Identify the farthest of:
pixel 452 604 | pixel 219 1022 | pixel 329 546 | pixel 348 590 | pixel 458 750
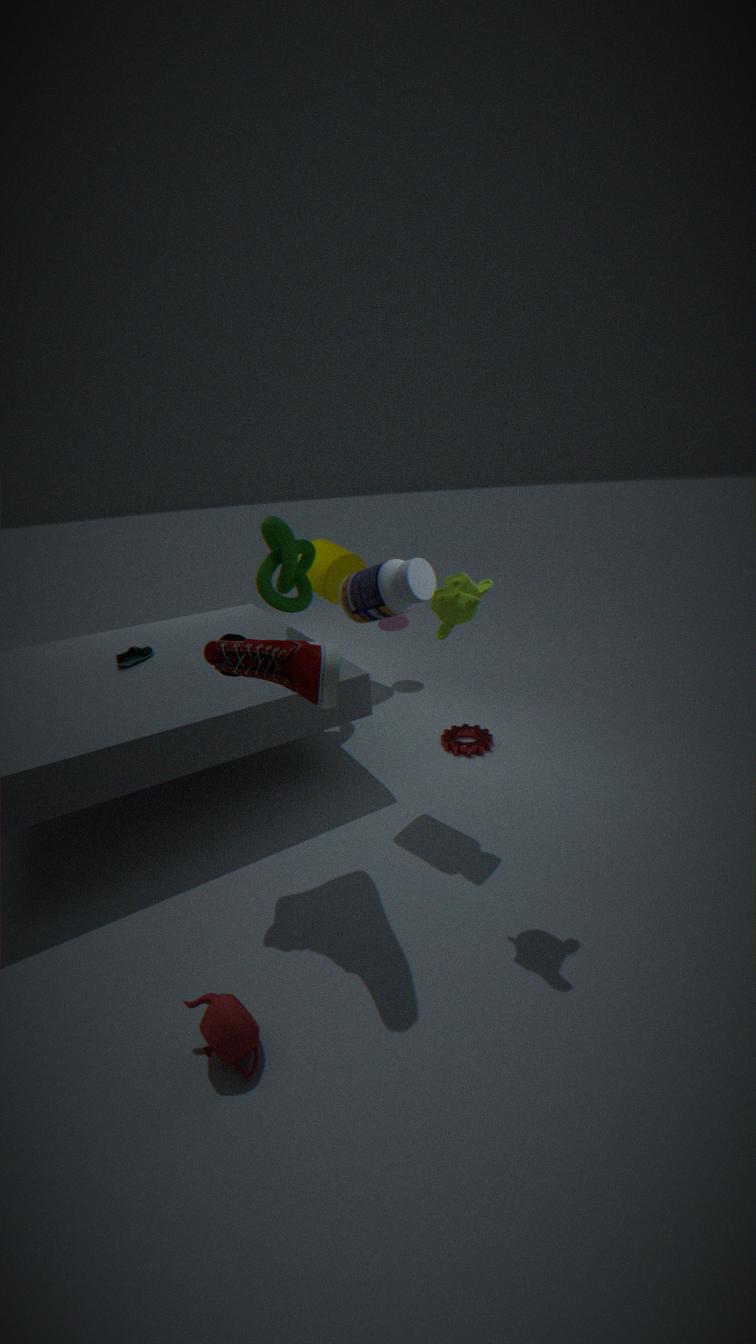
pixel 329 546
